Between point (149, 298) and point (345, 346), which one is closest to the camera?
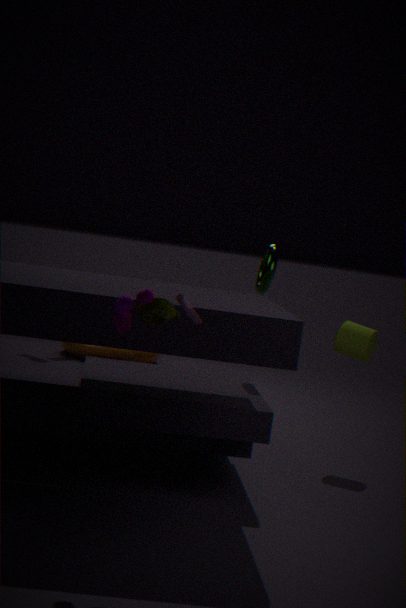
point (149, 298)
